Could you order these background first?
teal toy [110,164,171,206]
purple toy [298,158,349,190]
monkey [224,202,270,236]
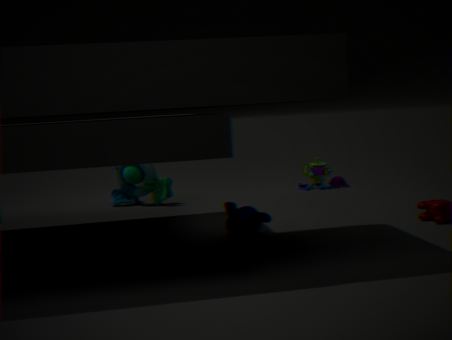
purple toy [298,158,349,190] → teal toy [110,164,171,206] → monkey [224,202,270,236]
